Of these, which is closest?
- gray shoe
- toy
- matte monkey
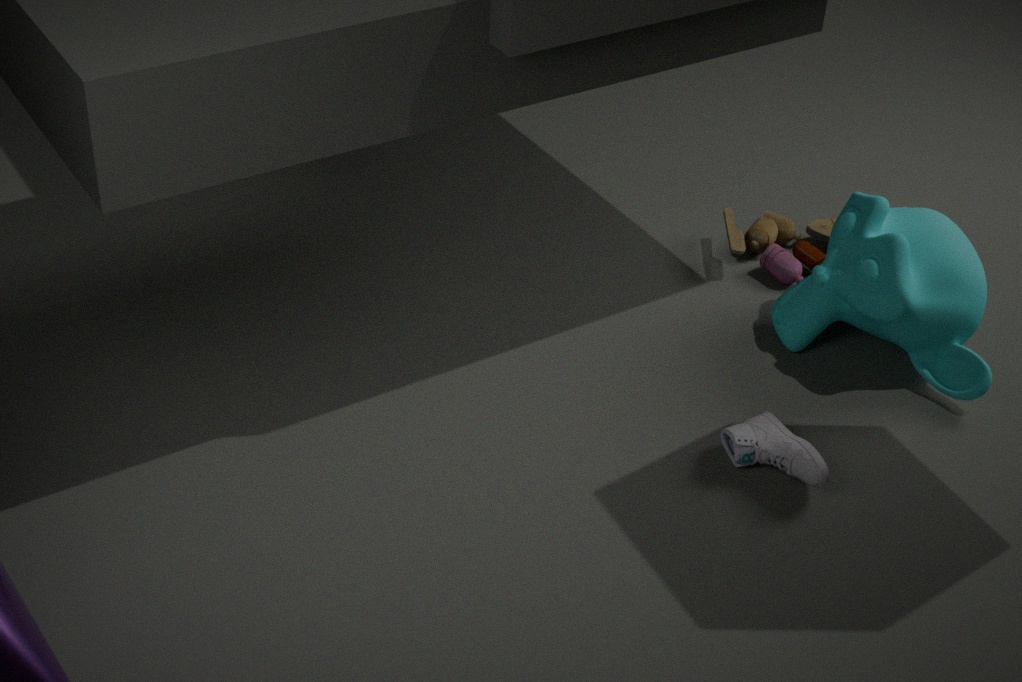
gray shoe
